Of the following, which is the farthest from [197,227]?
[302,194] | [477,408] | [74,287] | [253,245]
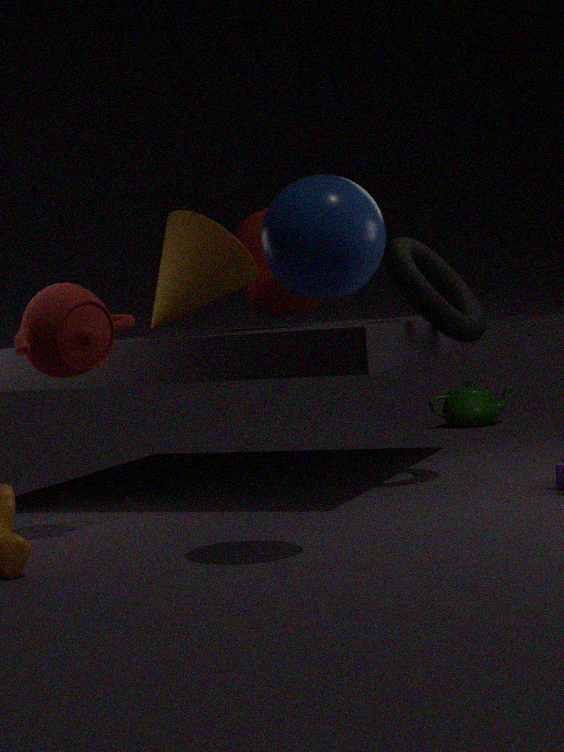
[477,408]
